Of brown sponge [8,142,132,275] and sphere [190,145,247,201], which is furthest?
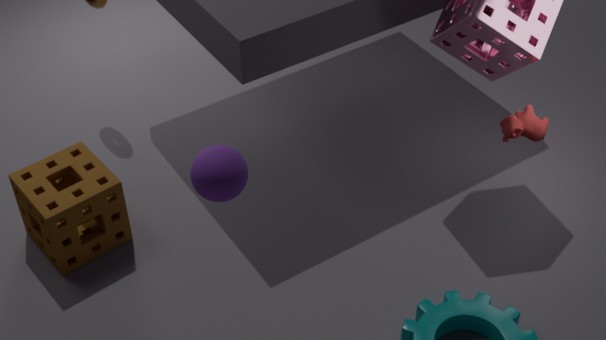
brown sponge [8,142,132,275]
